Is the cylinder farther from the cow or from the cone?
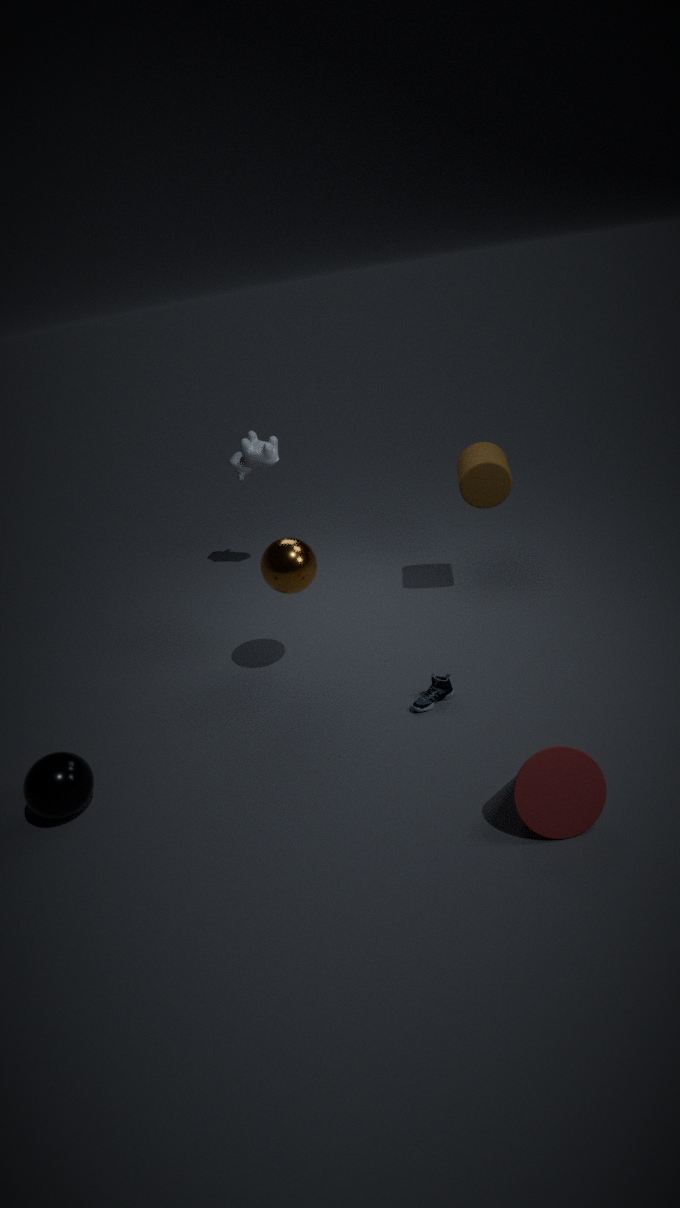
the cone
